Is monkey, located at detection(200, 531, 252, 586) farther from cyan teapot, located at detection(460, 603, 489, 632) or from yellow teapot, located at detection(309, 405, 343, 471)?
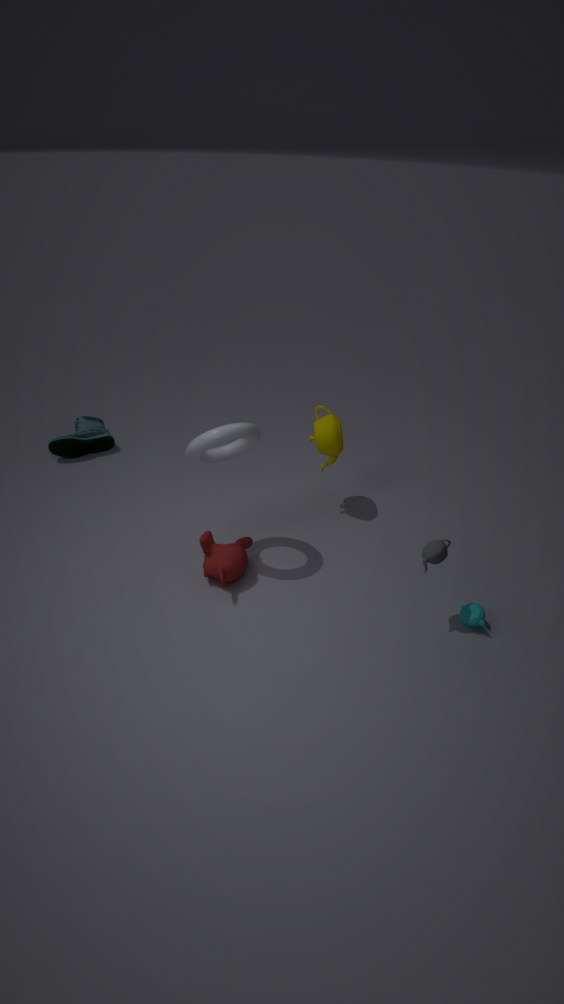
cyan teapot, located at detection(460, 603, 489, 632)
